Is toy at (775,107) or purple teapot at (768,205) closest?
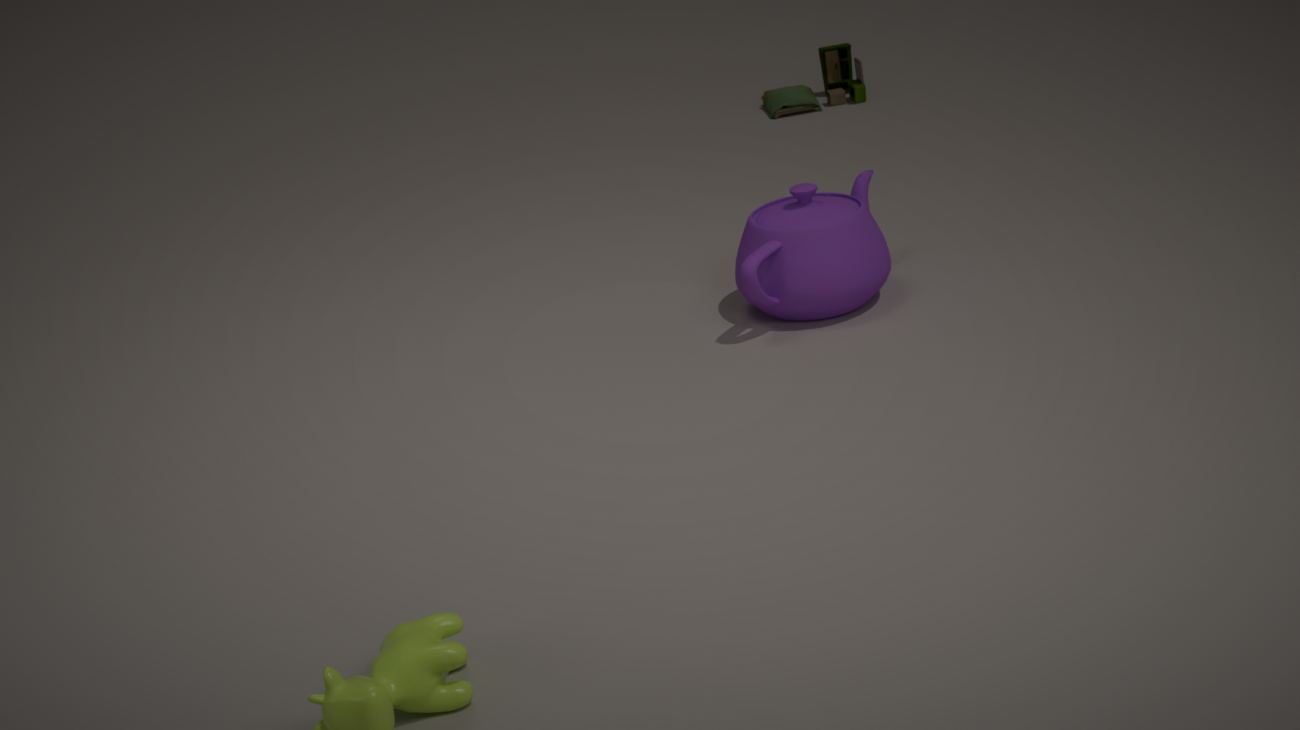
purple teapot at (768,205)
